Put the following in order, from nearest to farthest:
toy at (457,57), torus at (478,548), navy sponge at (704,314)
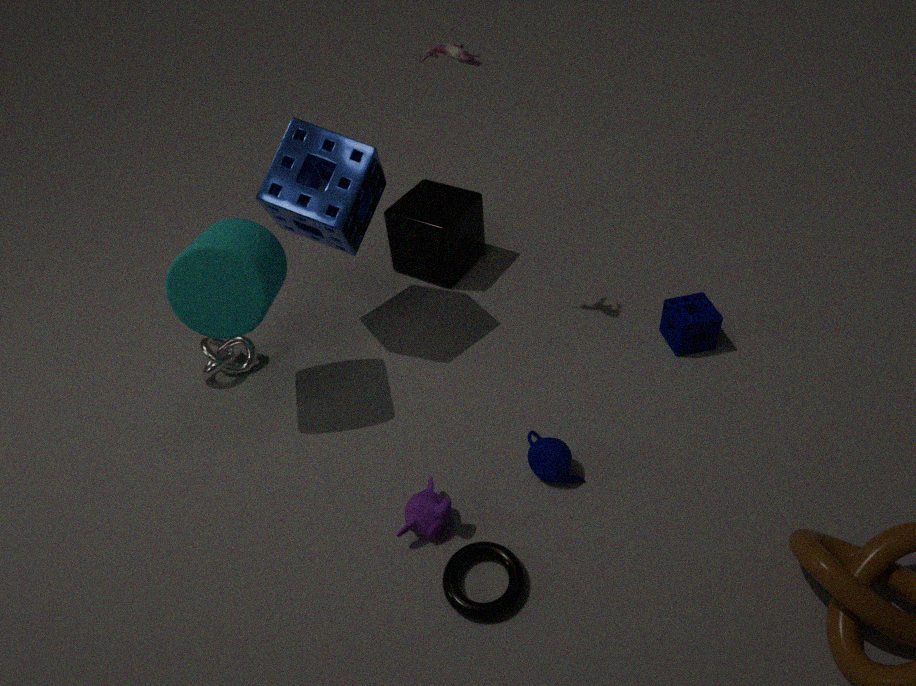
torus at (478,548) < toy at (457,57) < navy sponge at (704,314)
